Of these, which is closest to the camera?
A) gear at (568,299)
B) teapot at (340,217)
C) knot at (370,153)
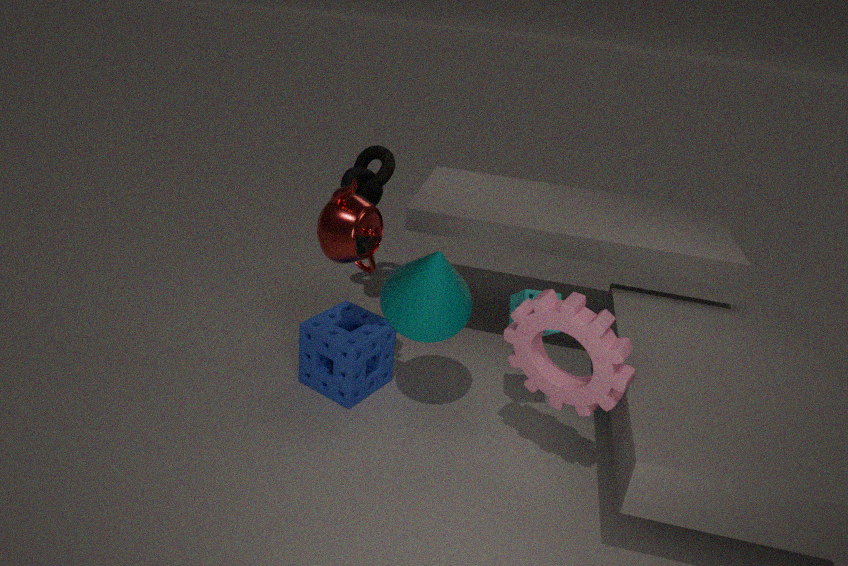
gear at (568,299)
